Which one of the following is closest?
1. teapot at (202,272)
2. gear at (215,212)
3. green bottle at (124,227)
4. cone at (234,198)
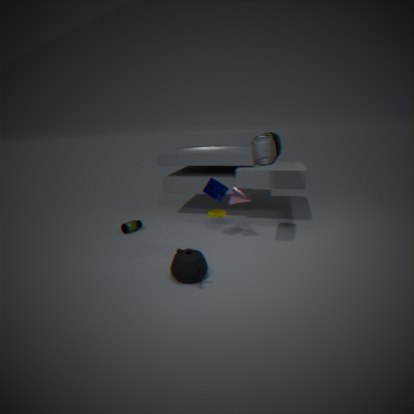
teapot at (202,272)
